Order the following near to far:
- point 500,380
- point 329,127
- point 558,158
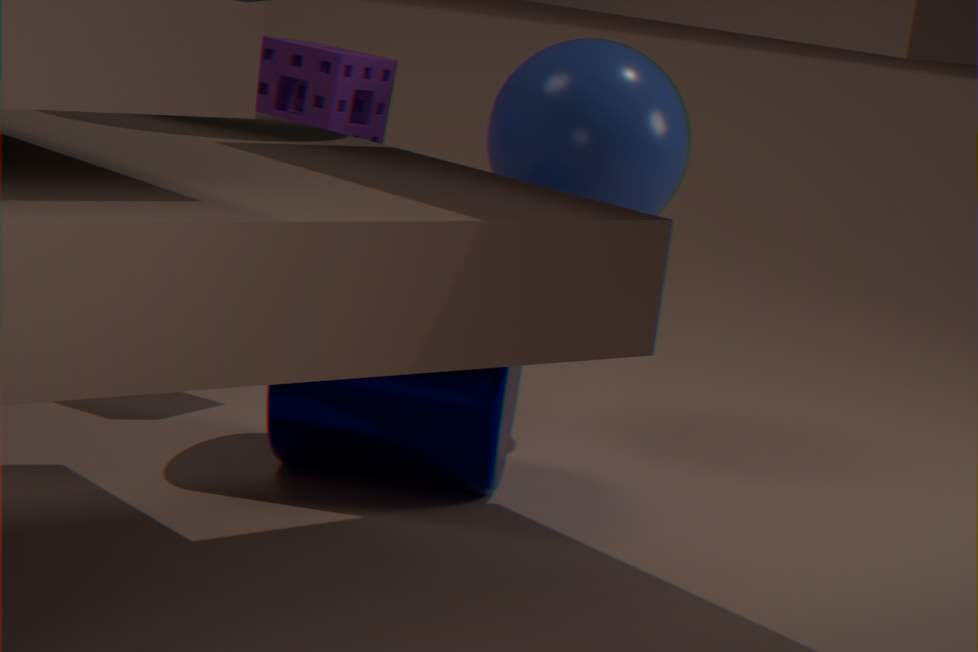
1. point 500,380
2. point 558,158
3. point 329,127
